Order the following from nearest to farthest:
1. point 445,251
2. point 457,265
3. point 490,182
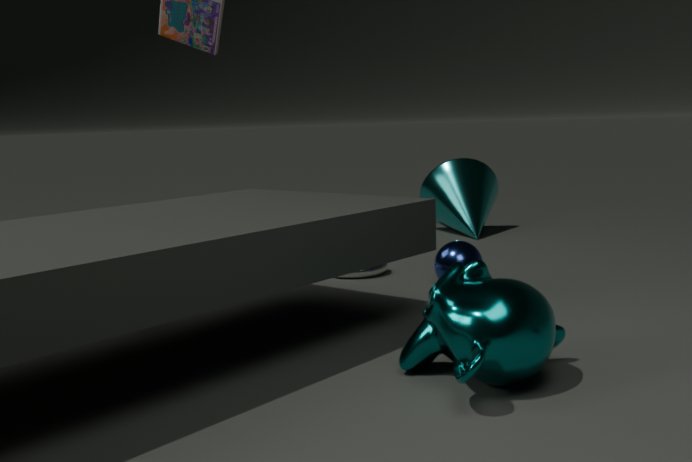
1. point 457,265
2. point 445,251
3. point 490,182
